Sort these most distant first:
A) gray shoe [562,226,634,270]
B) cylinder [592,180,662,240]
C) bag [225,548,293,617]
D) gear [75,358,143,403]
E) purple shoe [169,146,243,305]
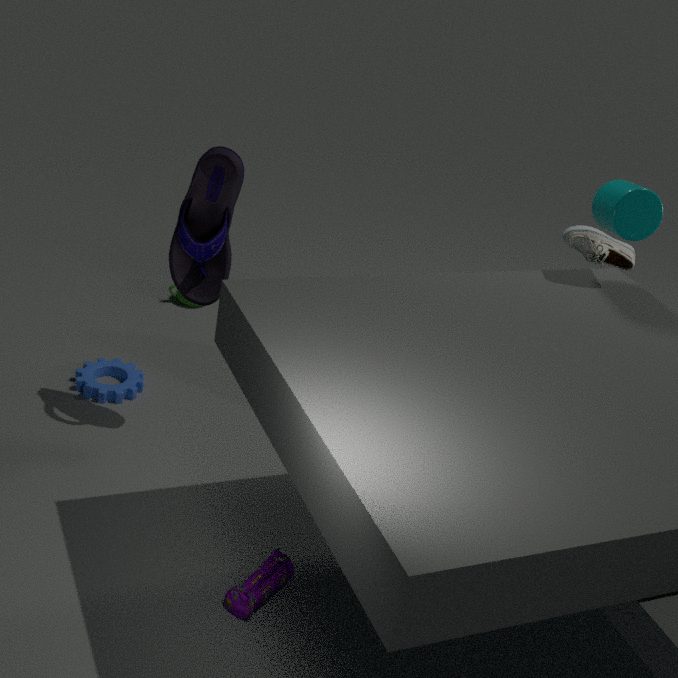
gray shoe [562,226,634,270] → gear [75,358,143,403] → purple shoe [169,146,243,305] → cylinder [592,180,662,240] → bag [225,548,293,617]
